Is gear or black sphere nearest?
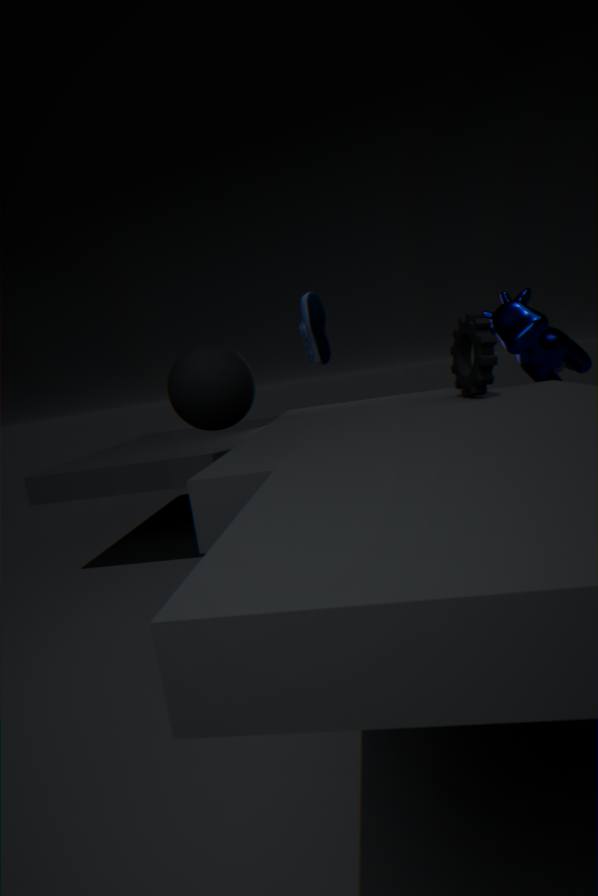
gear
